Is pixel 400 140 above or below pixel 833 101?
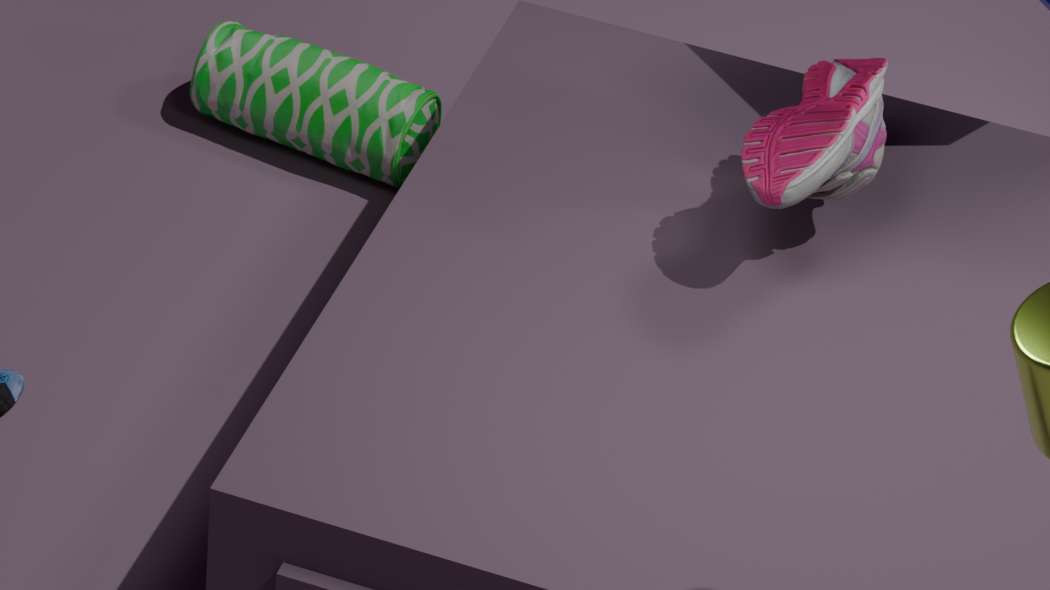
below
